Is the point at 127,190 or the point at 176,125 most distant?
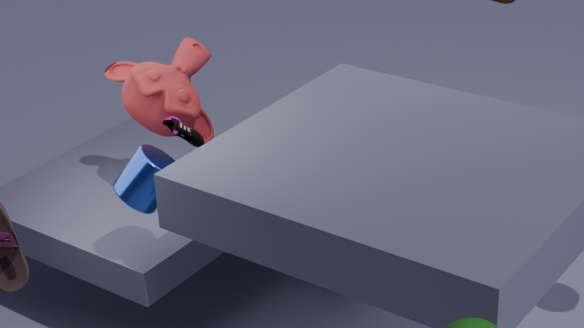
the point at 176,125
